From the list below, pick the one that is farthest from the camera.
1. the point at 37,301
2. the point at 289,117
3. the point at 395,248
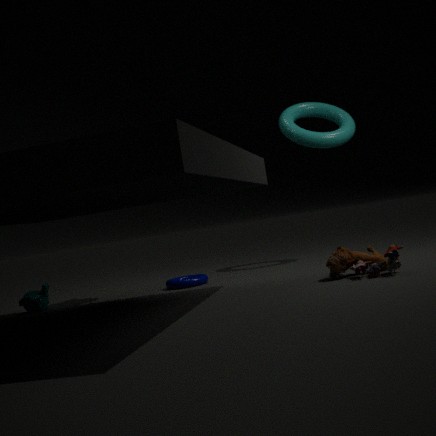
the point at 289,117
